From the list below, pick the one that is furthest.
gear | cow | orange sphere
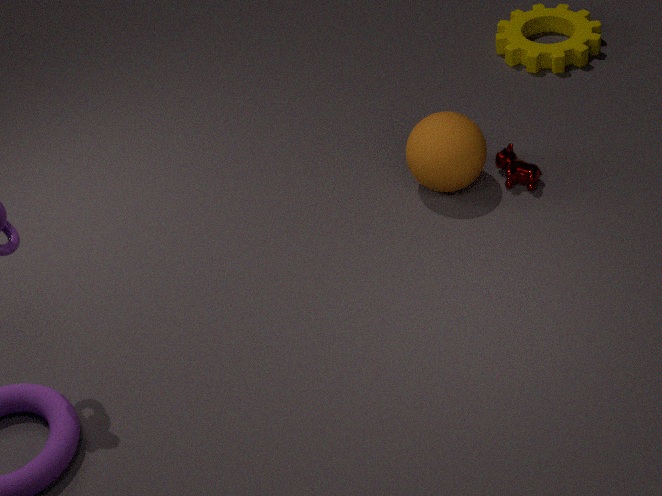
gear
